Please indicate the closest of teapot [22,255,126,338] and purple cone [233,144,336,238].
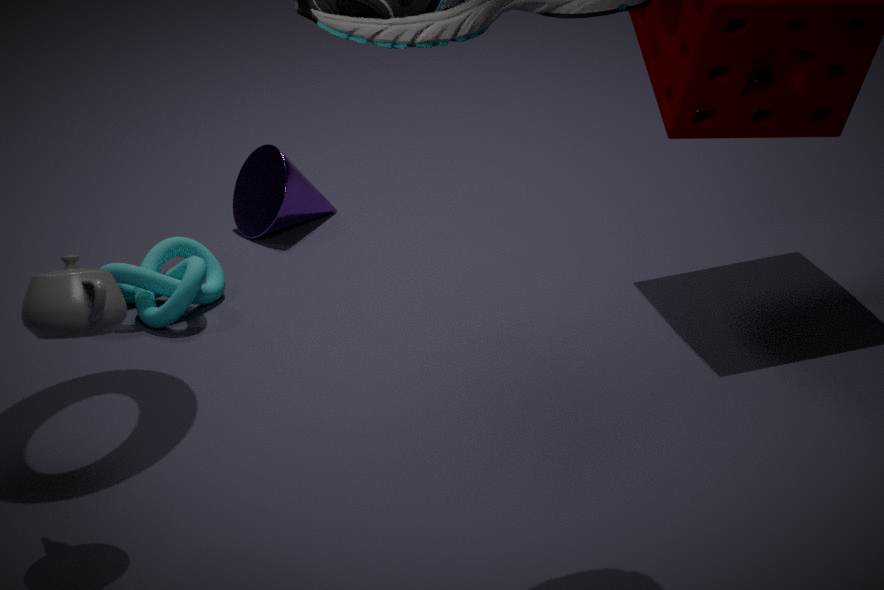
teapot [22,255,126,338]
